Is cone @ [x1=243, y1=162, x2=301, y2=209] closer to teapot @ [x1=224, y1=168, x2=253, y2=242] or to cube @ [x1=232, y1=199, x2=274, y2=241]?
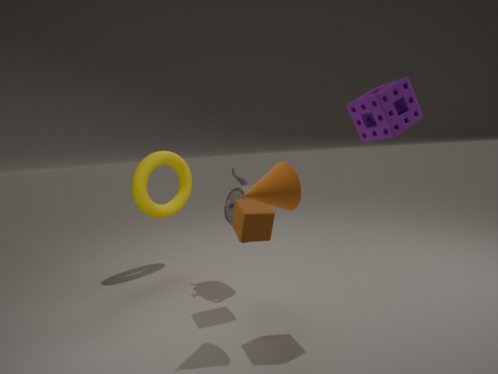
cube @ [x1=232, y1=199, x2=274, y2=241]
